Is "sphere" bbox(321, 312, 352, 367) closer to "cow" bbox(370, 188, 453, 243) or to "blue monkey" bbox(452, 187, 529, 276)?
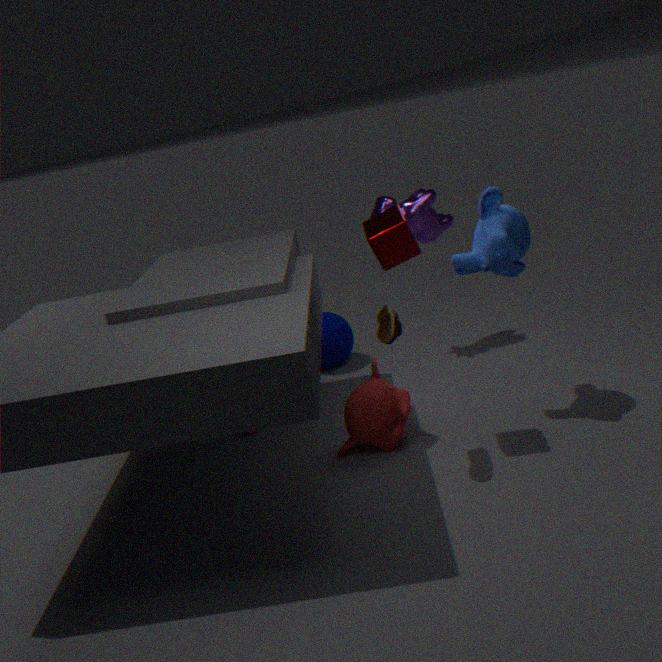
"cow" bbox(370, 188, 453, 243)
